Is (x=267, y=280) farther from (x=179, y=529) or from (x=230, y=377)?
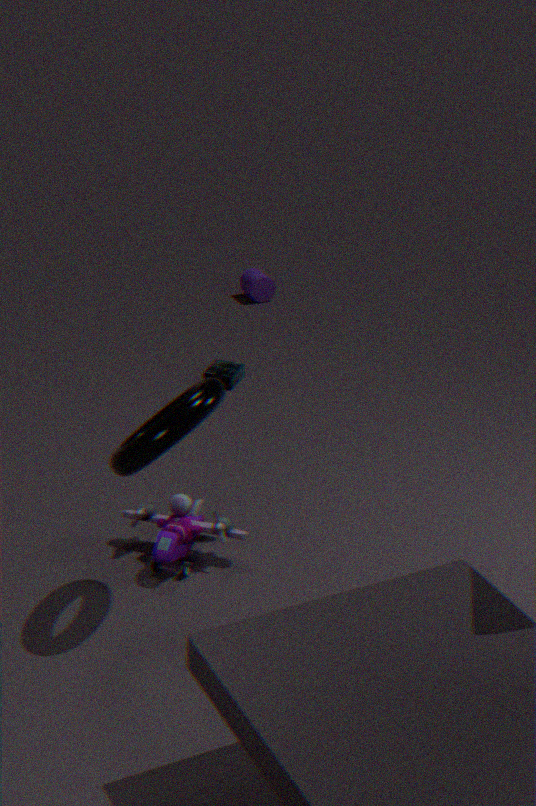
(x=179, y=529)
